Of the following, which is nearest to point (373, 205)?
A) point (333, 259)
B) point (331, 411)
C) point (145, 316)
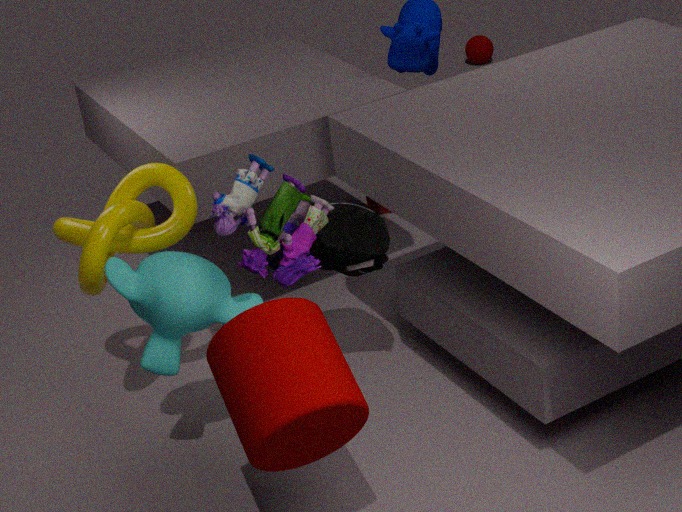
point (333, 259)
